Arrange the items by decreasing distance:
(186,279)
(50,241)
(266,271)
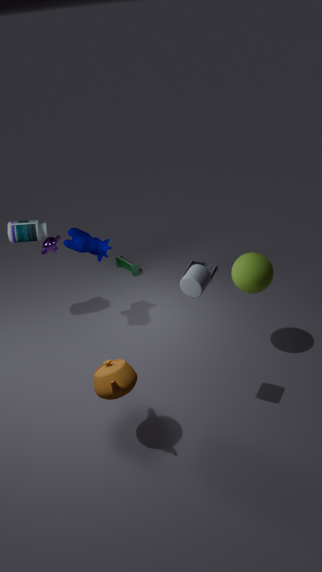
(50,241) < (266,271) < (186,279)
